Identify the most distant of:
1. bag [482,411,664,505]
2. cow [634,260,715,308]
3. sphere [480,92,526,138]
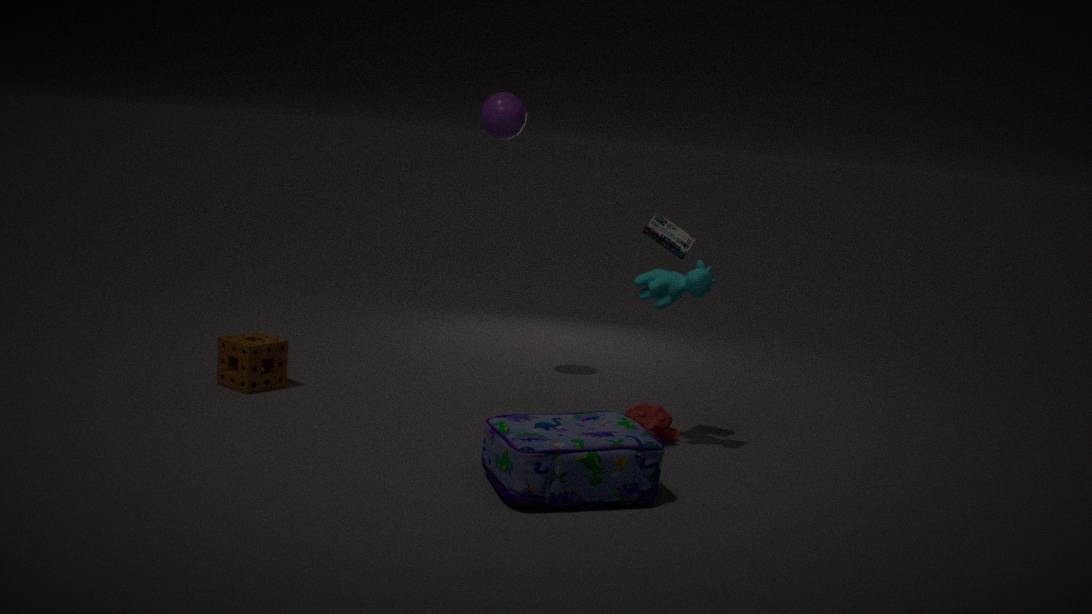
sphere [480,92,526,138]
